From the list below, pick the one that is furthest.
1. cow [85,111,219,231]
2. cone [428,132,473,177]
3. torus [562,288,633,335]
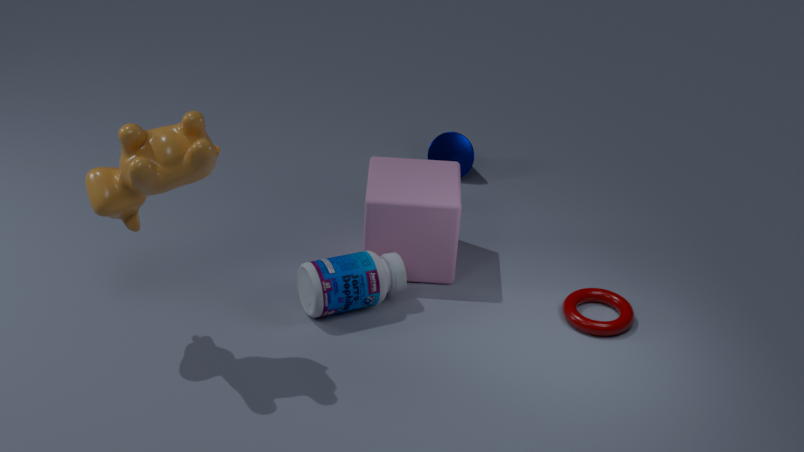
cone [428,132,473,177]
